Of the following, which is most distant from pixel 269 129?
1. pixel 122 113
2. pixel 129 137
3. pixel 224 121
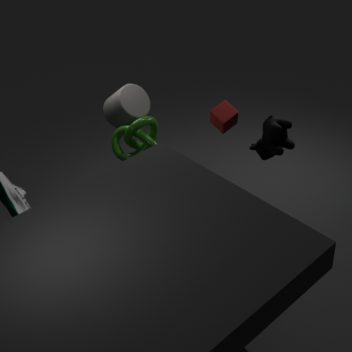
pixel 122 113
